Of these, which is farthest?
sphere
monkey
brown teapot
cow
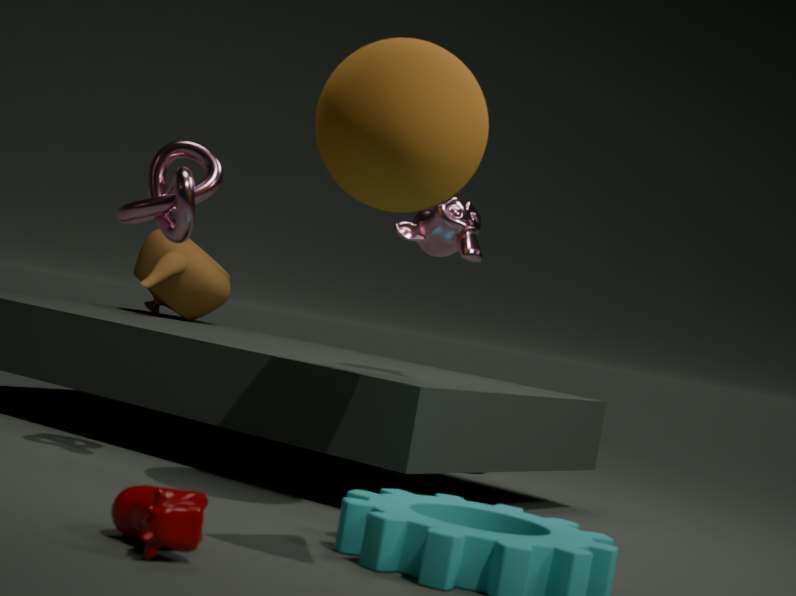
brown teapot
